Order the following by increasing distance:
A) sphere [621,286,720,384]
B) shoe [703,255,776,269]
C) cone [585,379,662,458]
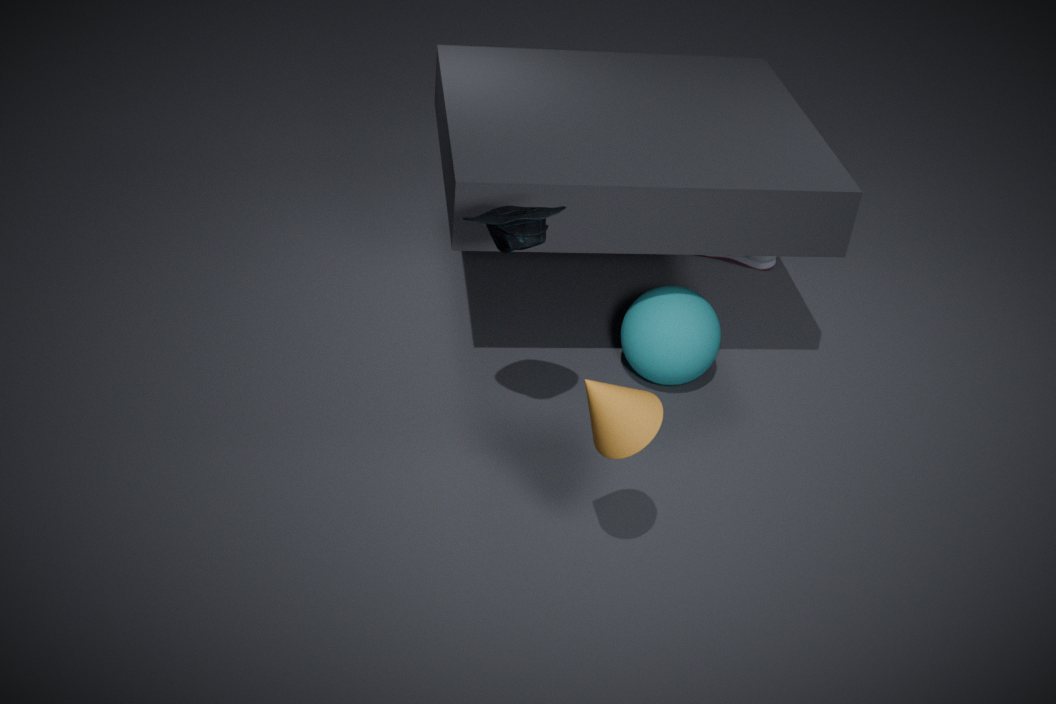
cone [585,379,662,458]
sphere [621,286,720,384]
shoe [703,255,776,269]
